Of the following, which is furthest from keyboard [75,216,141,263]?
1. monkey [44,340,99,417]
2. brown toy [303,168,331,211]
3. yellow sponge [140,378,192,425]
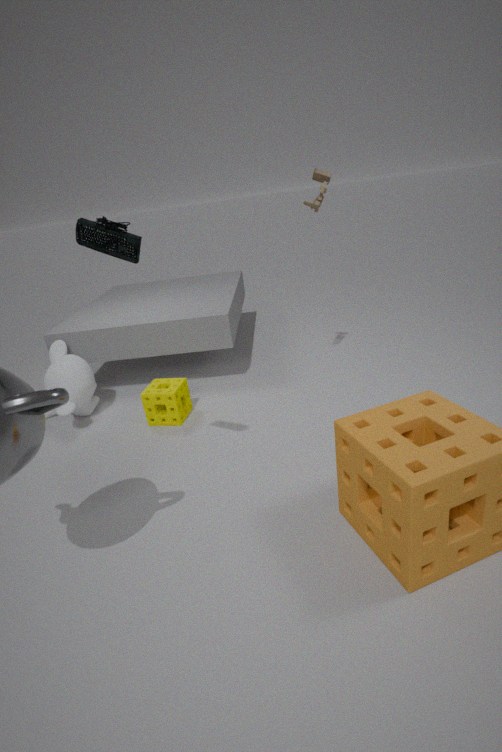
monkey [44,340,99,417]
